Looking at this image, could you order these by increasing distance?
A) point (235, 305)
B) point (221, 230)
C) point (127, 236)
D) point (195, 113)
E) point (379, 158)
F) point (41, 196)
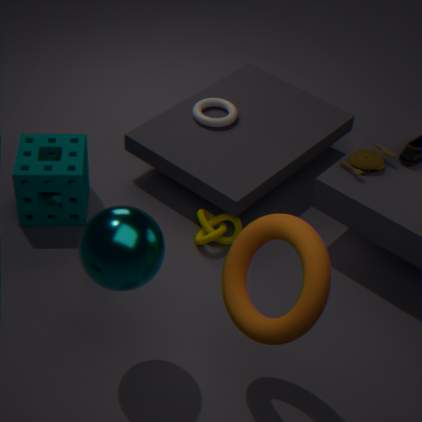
1. point (127, 236)
2. point (235, 305)
3. point (379, 158)
4. point (221, 230)
5. point (41, 196)
6. point (195, 113)
